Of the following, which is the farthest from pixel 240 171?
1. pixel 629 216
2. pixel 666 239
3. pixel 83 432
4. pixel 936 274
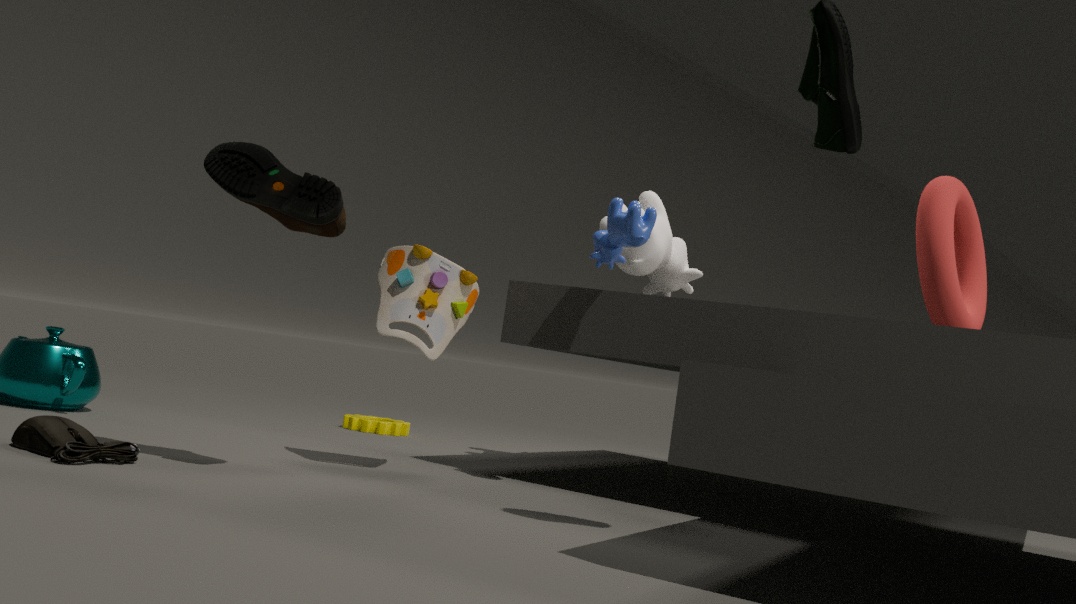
pixel 936 274
